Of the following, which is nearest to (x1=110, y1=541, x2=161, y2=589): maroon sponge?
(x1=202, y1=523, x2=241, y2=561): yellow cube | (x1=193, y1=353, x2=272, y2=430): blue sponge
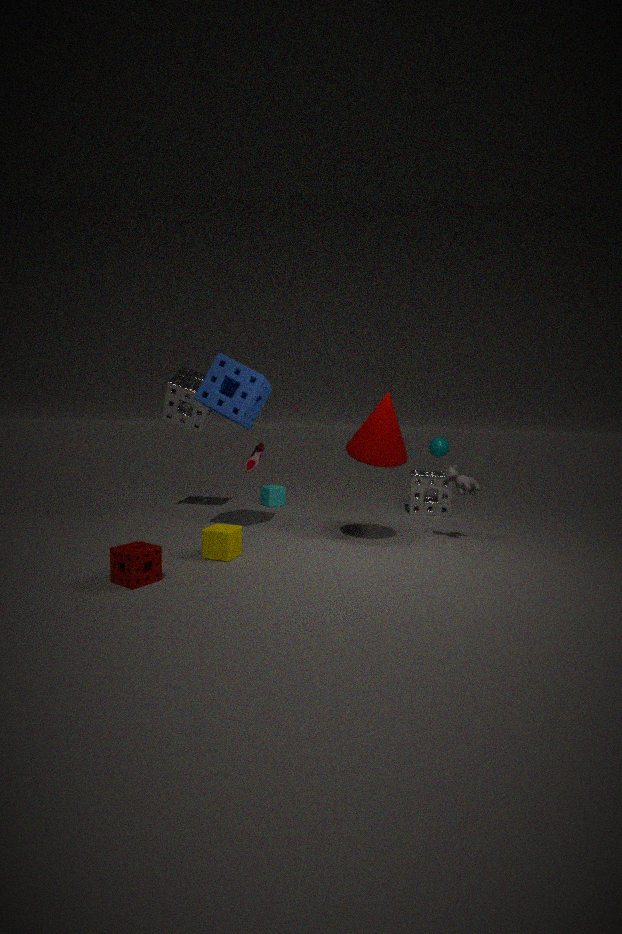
(x1=202, y1=523, x2=241, y2=561): yellow cube
